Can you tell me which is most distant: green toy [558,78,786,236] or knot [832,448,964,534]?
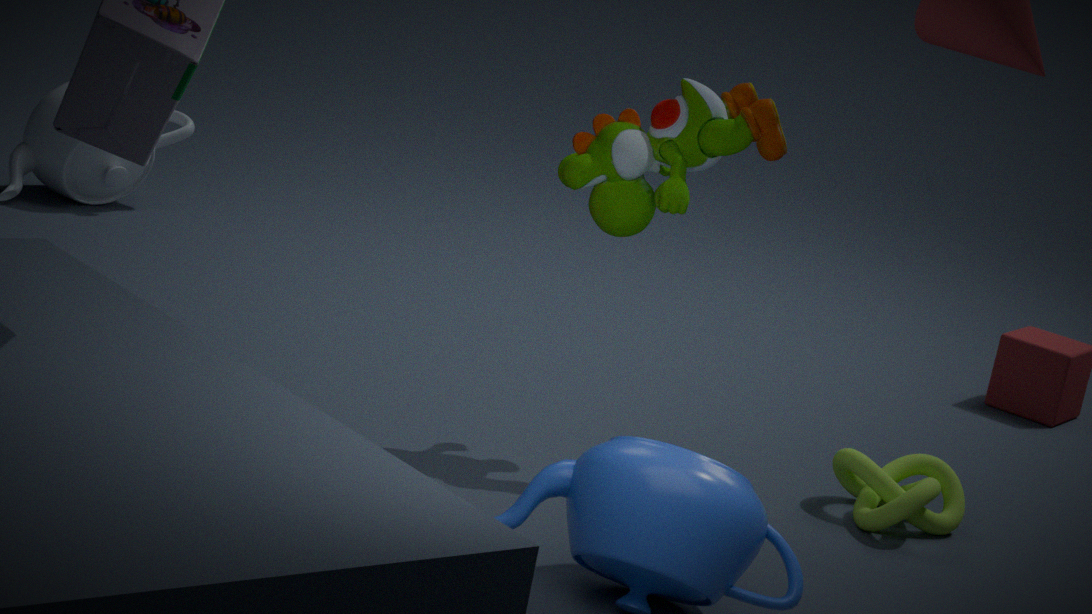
→ knot [832,448,964,534]
